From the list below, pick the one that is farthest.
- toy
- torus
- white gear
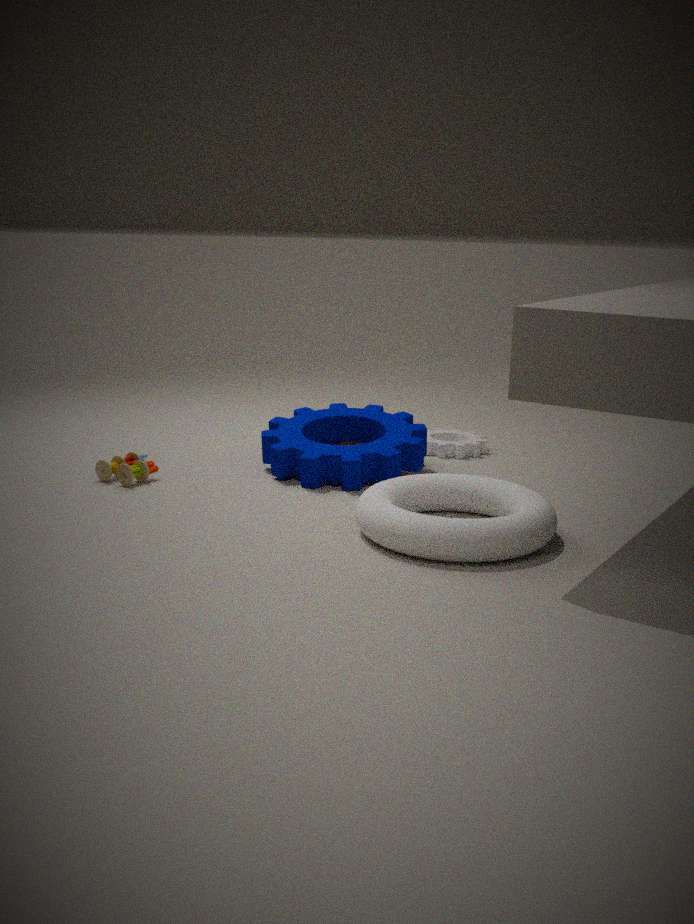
white gear
